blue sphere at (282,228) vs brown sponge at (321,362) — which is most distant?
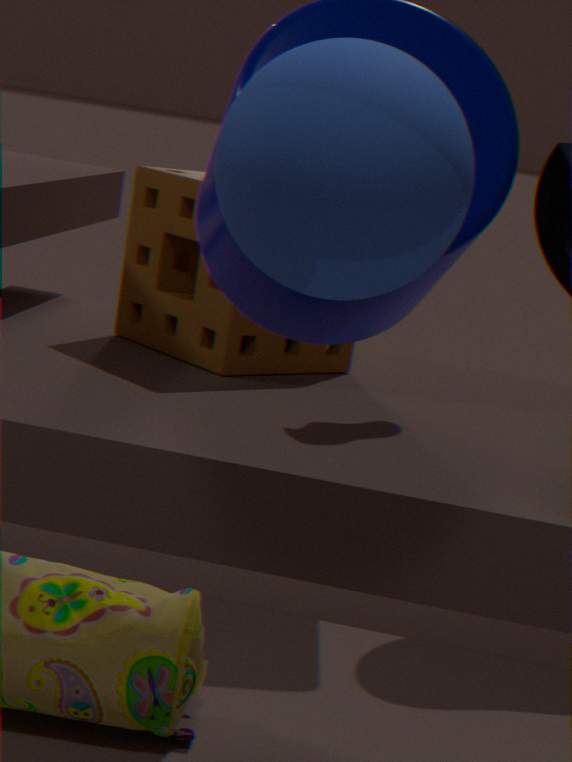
brown sponge at (321,362)
